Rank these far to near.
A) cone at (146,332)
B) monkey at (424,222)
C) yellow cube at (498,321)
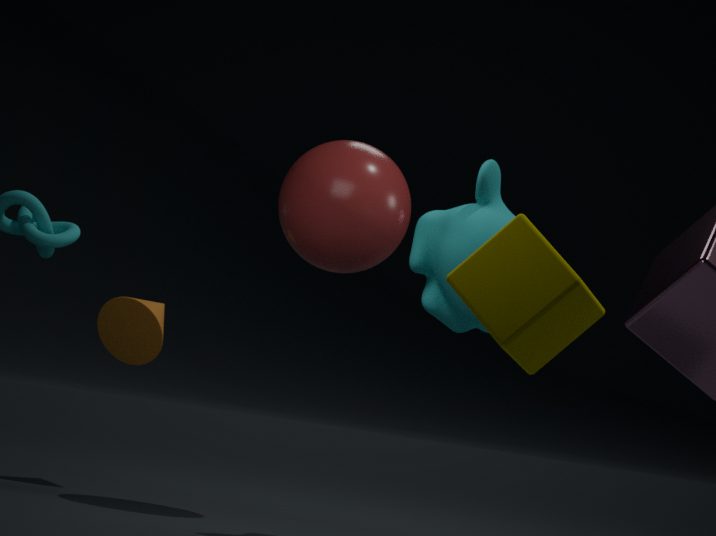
A. cone at (146,332), B. monkey at (424,222), C. yellow cube at (498,321)
